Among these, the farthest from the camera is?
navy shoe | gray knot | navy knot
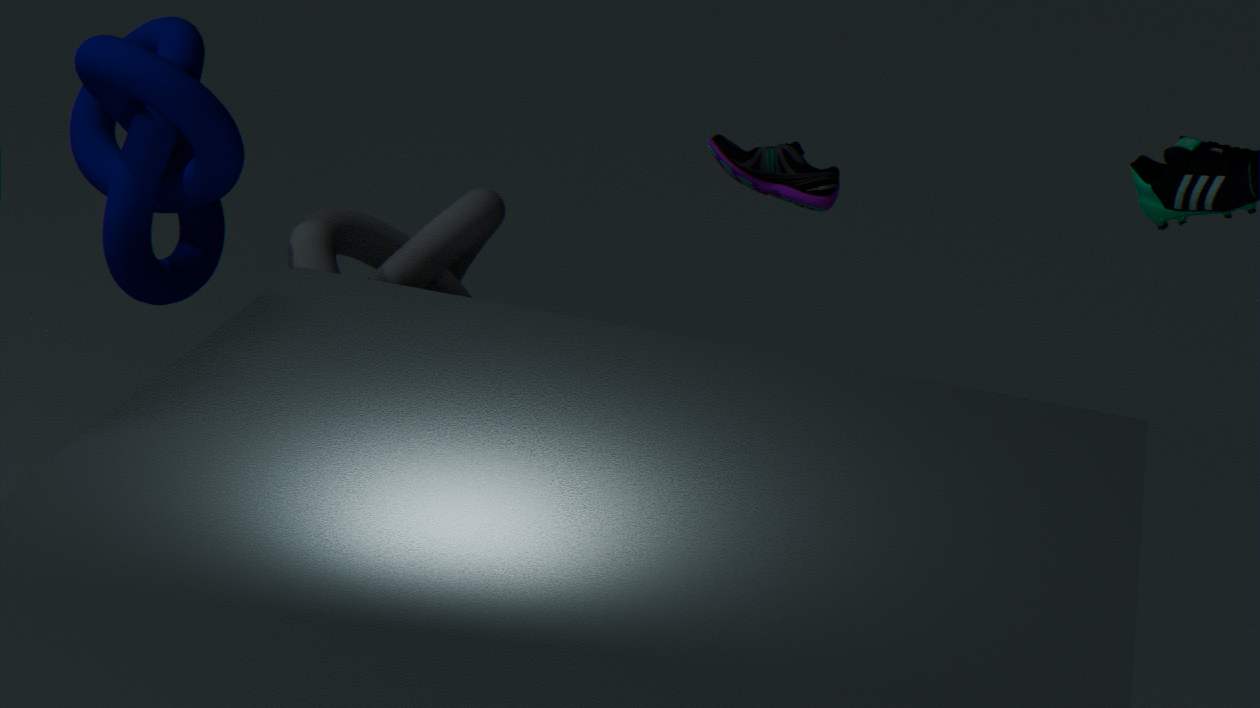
navy shoe
